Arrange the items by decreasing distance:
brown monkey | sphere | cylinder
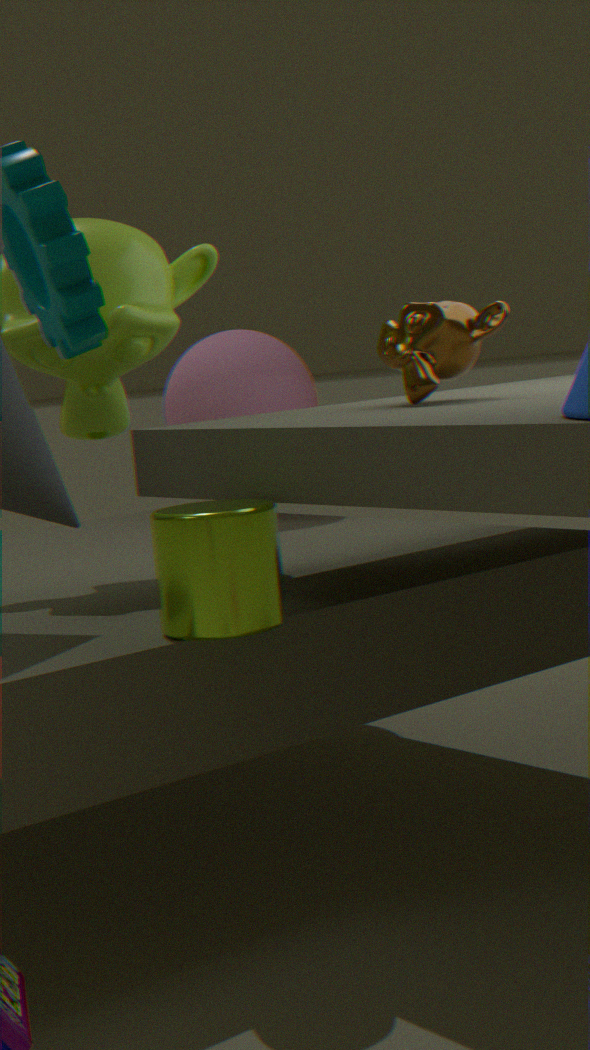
sphere → brown monkey → cylinder
